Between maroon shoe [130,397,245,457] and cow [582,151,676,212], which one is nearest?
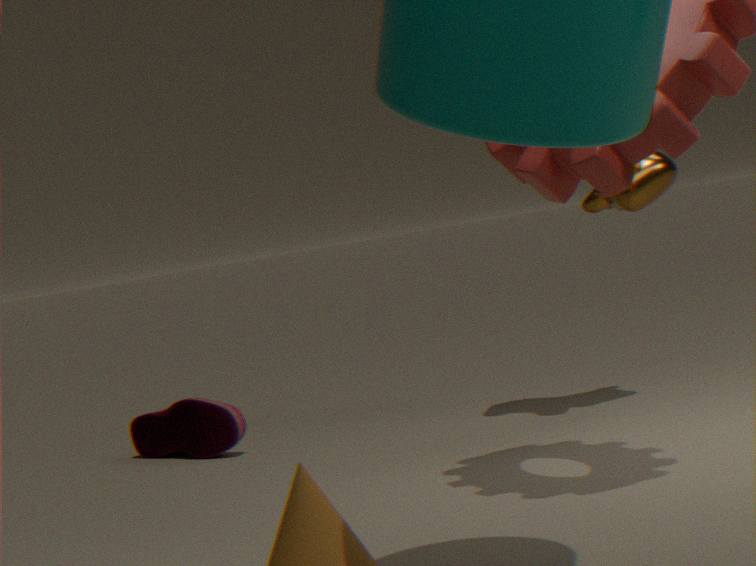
cow [582,151,676,212]
